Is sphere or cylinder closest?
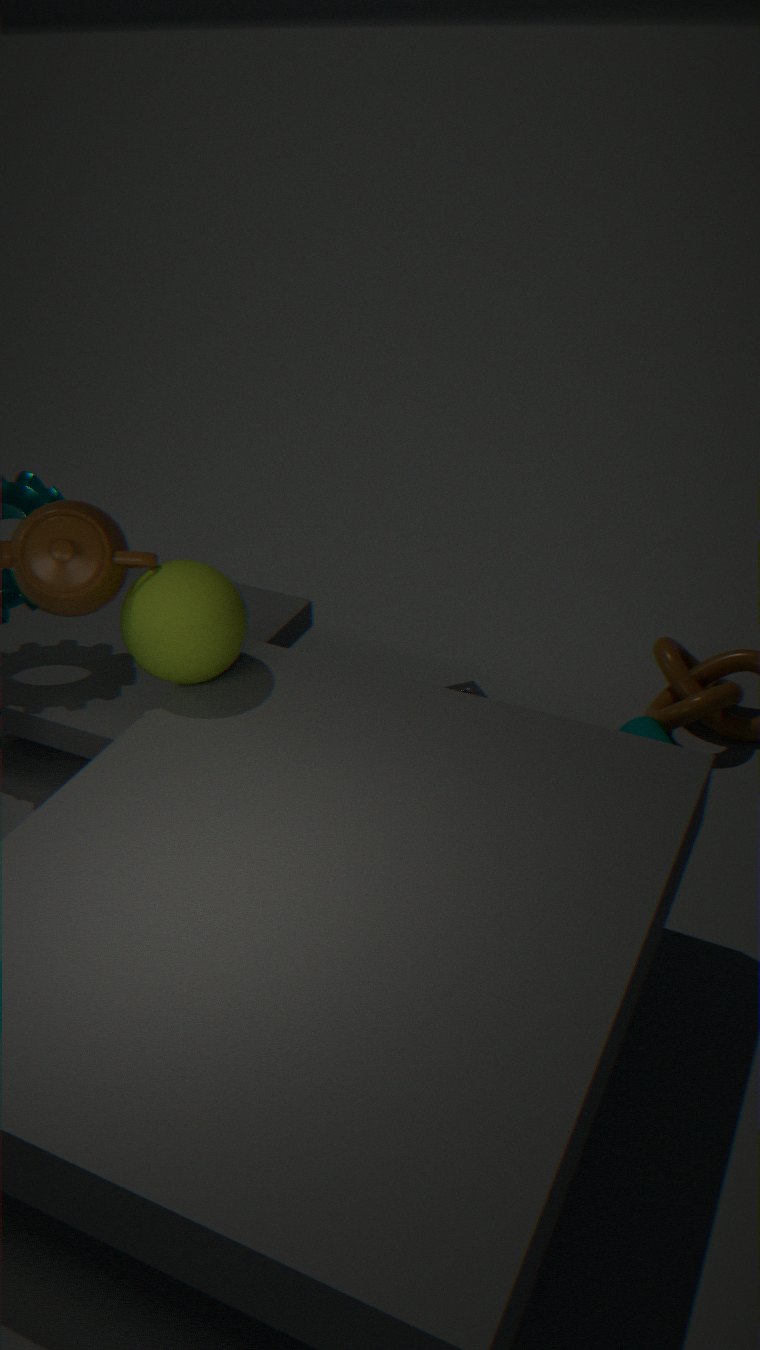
sphere
